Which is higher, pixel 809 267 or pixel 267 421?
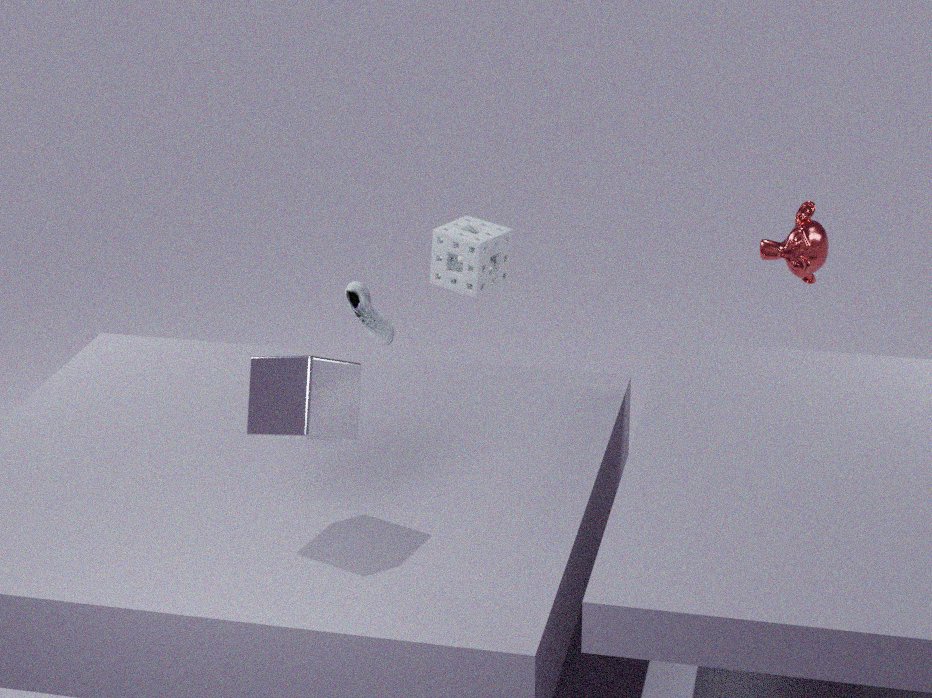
pixel 267 421
